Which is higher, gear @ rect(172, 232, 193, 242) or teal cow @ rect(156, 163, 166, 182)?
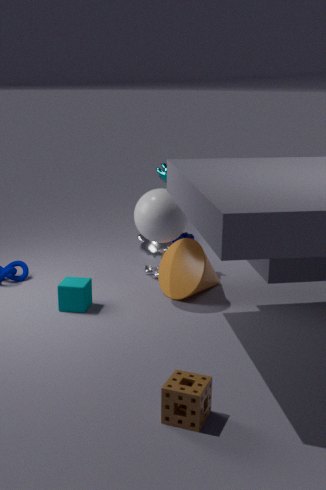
teal cow @ rect(156, 163, 166, 182)
